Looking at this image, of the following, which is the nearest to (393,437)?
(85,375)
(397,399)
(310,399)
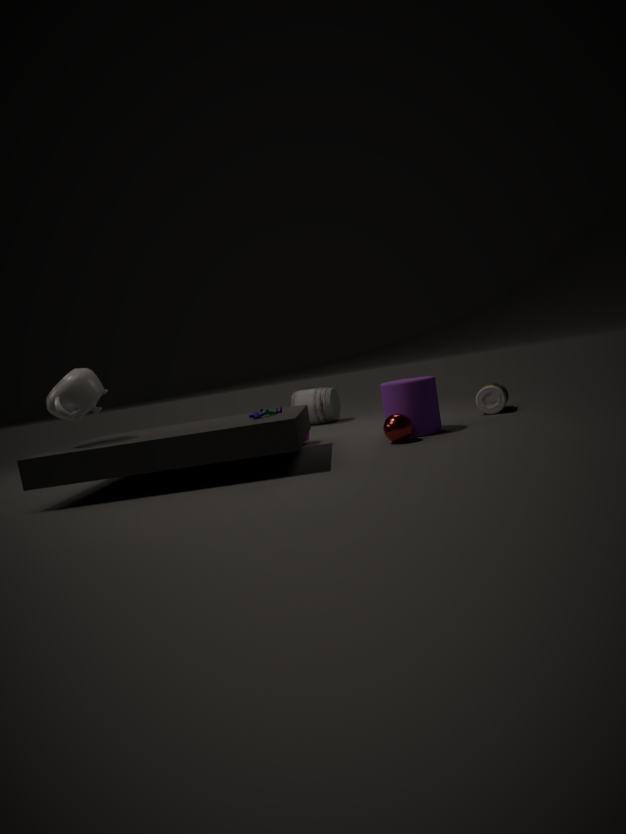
(397,399)
